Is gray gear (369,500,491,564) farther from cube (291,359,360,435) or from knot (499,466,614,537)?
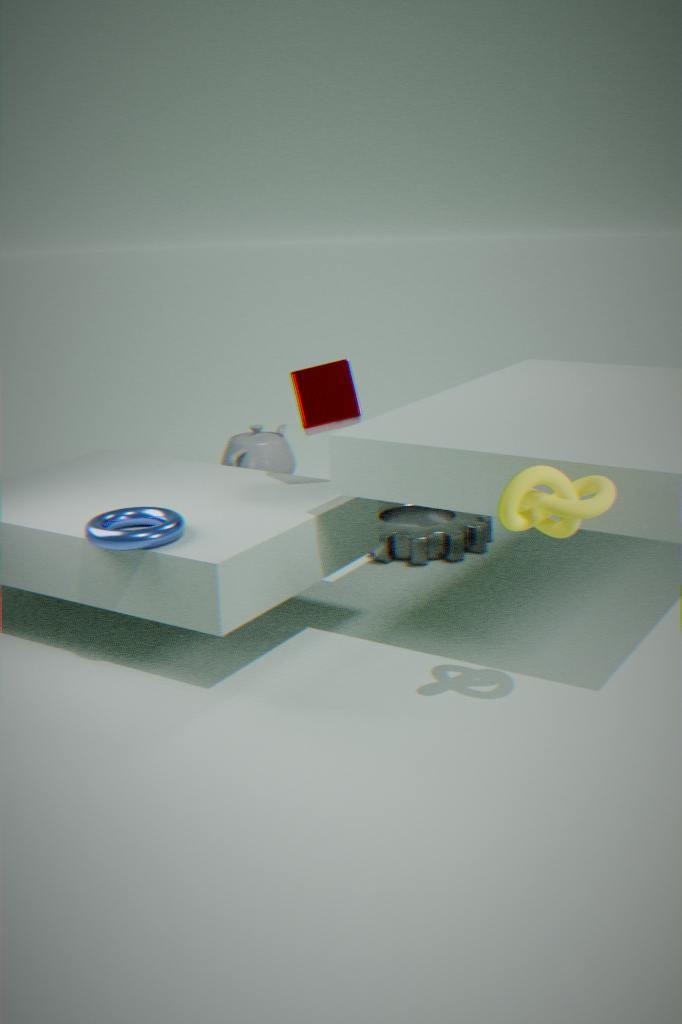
knot (499,466,614,537)
